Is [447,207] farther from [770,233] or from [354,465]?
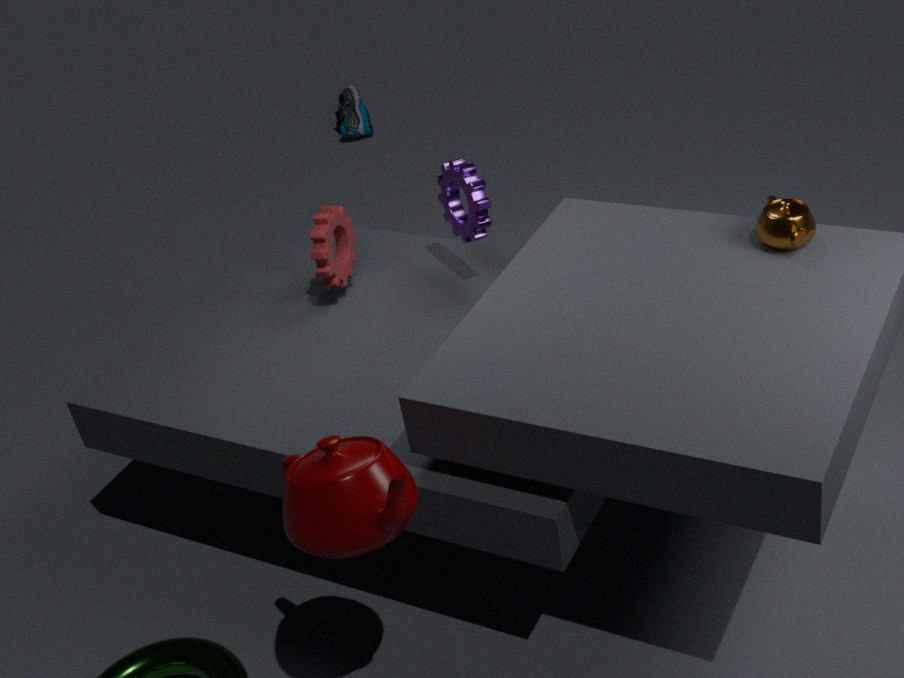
[354,465]
